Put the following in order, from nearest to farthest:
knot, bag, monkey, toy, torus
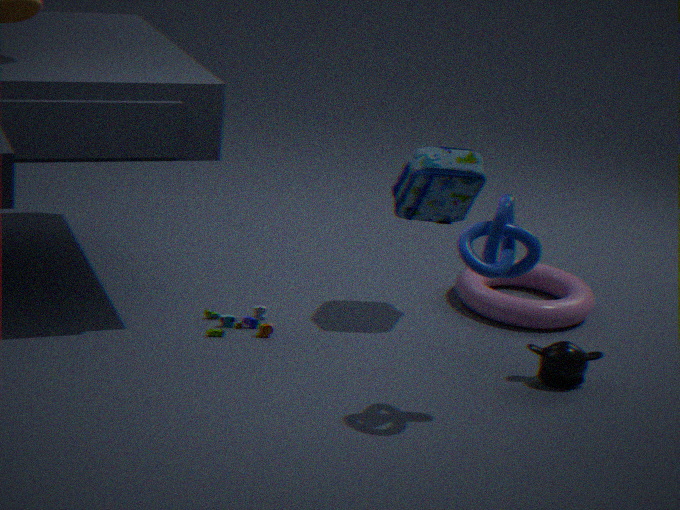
knot → monkey → bag → toy → torus
